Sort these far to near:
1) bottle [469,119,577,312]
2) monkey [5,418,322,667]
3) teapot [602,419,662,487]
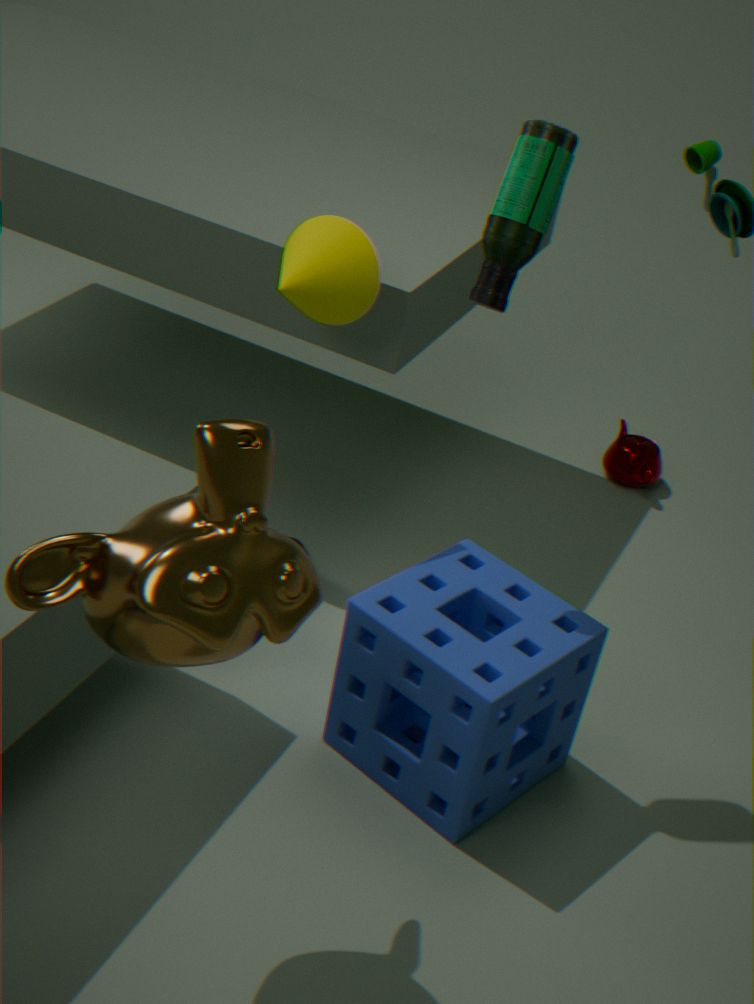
3. teapot [602,419,662,487]
1. bottle [469,119,577,312]
2. monkey [5,418,322,667]
